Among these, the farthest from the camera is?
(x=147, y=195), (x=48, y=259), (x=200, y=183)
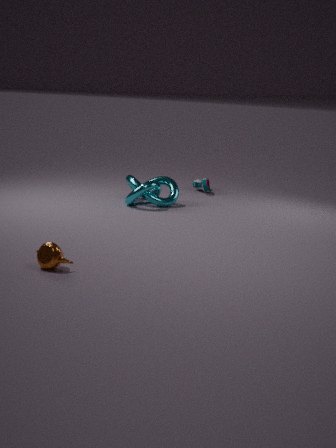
(x=200, y=183)
